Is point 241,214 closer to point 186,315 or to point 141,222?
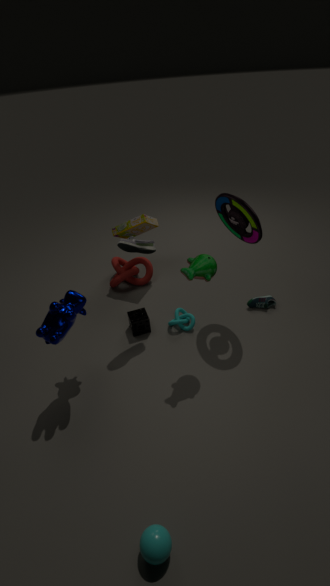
point 186,315
